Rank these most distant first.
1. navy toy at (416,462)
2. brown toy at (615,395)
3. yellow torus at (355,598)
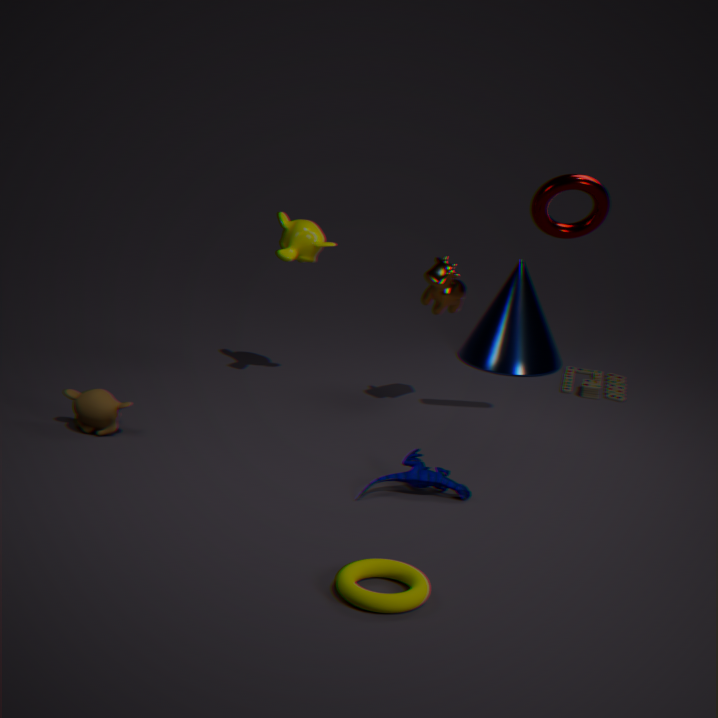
brown toy at (615,395)
navy toy at (416,462)
yellow torus at (355,598)
